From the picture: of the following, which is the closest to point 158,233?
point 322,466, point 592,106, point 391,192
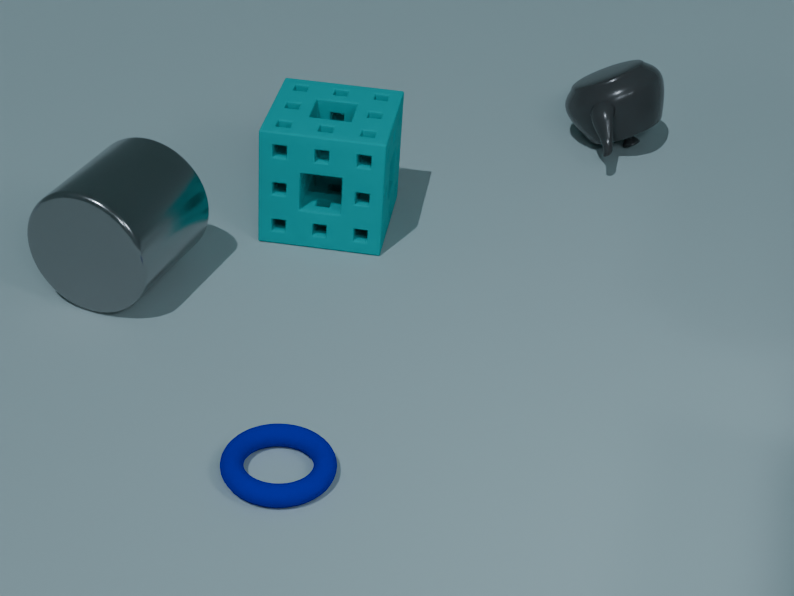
point 391,192
